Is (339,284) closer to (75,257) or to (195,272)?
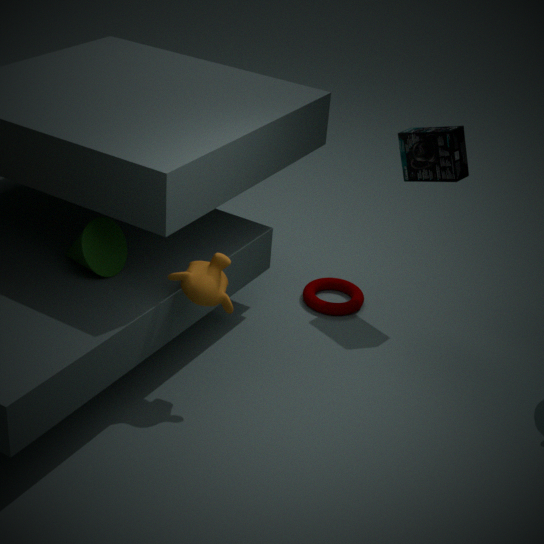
Answer: (195,272)
